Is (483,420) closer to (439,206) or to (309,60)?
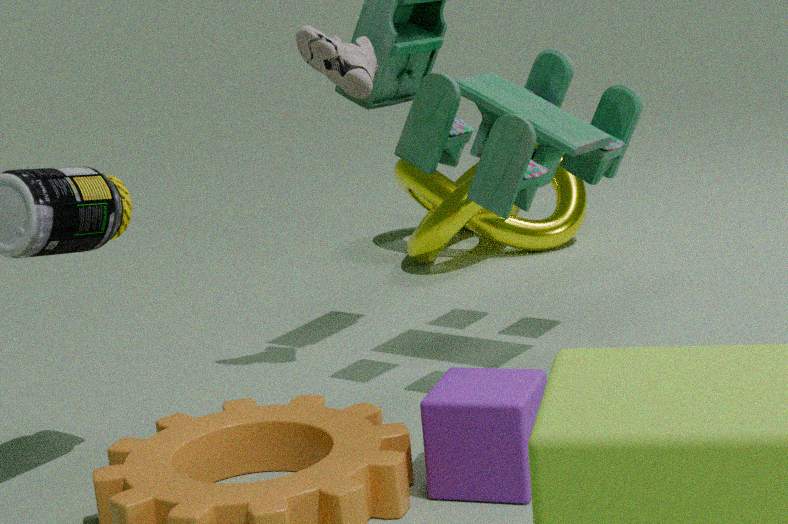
(309,60)
